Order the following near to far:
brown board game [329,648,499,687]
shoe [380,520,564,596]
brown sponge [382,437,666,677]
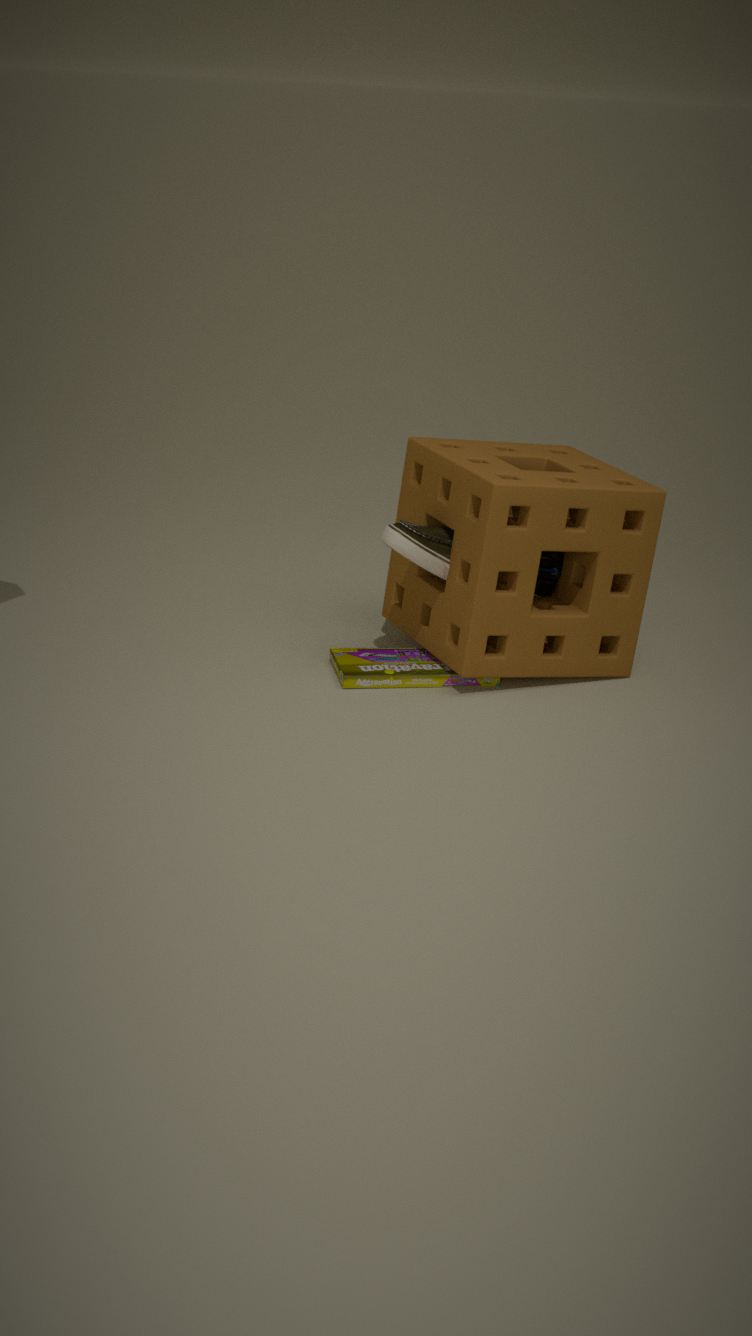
brown sponge [382,437,666,677] → shoe [380,520,564,596] → brown board game [329,648,499,687]
